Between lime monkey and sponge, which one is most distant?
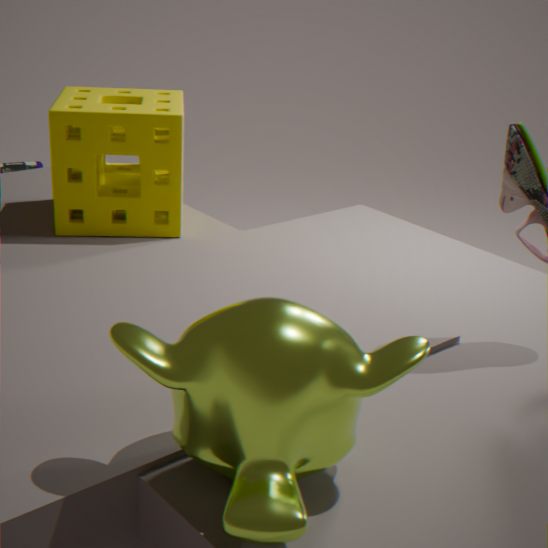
sponge
